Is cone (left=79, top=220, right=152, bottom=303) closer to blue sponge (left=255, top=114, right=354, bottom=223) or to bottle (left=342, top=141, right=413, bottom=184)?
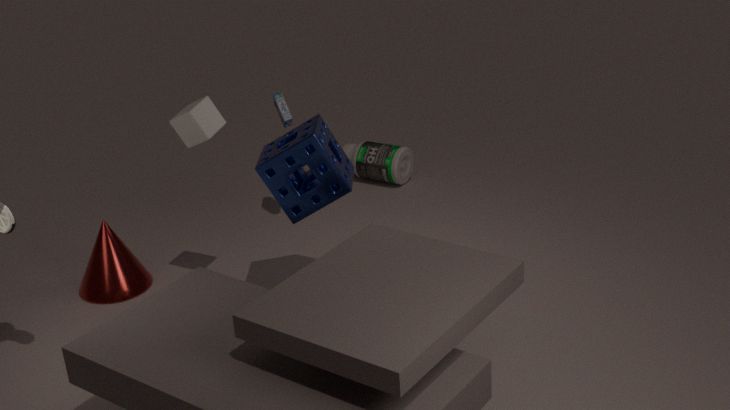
blue sponge (left=255, top=114, right=354, bottom=223)
